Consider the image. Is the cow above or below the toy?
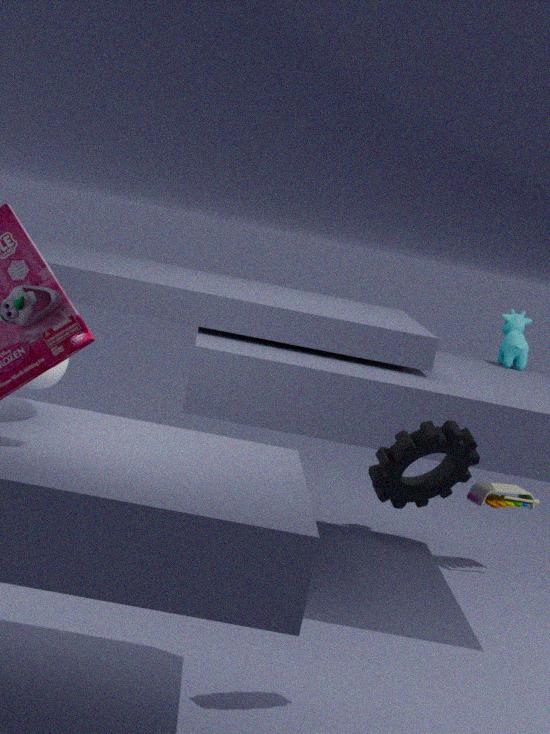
above
